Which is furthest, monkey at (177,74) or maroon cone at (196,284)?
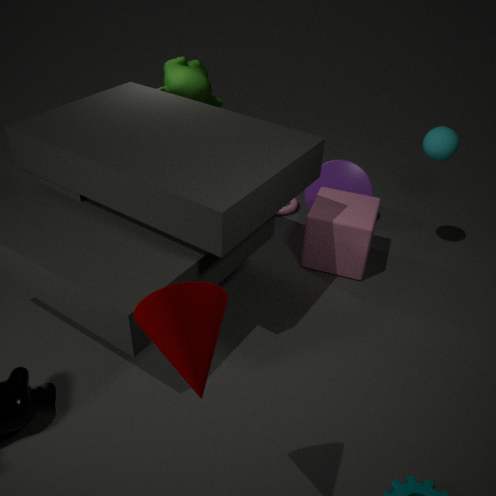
monkey at (177,74)
